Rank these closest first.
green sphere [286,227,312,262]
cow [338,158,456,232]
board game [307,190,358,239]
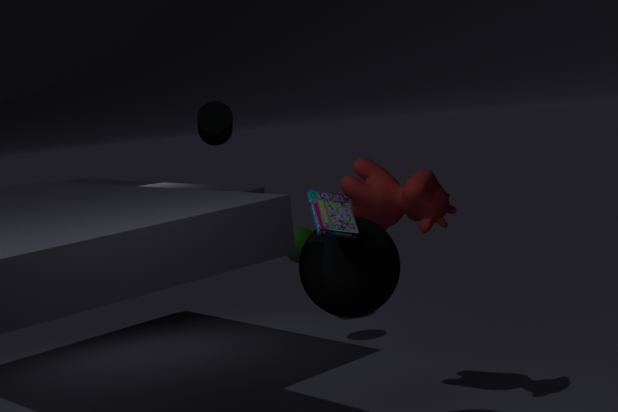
board game [307,190,358,239] < cow [338,158,456,232] < green sphere [286,227,312,262]
